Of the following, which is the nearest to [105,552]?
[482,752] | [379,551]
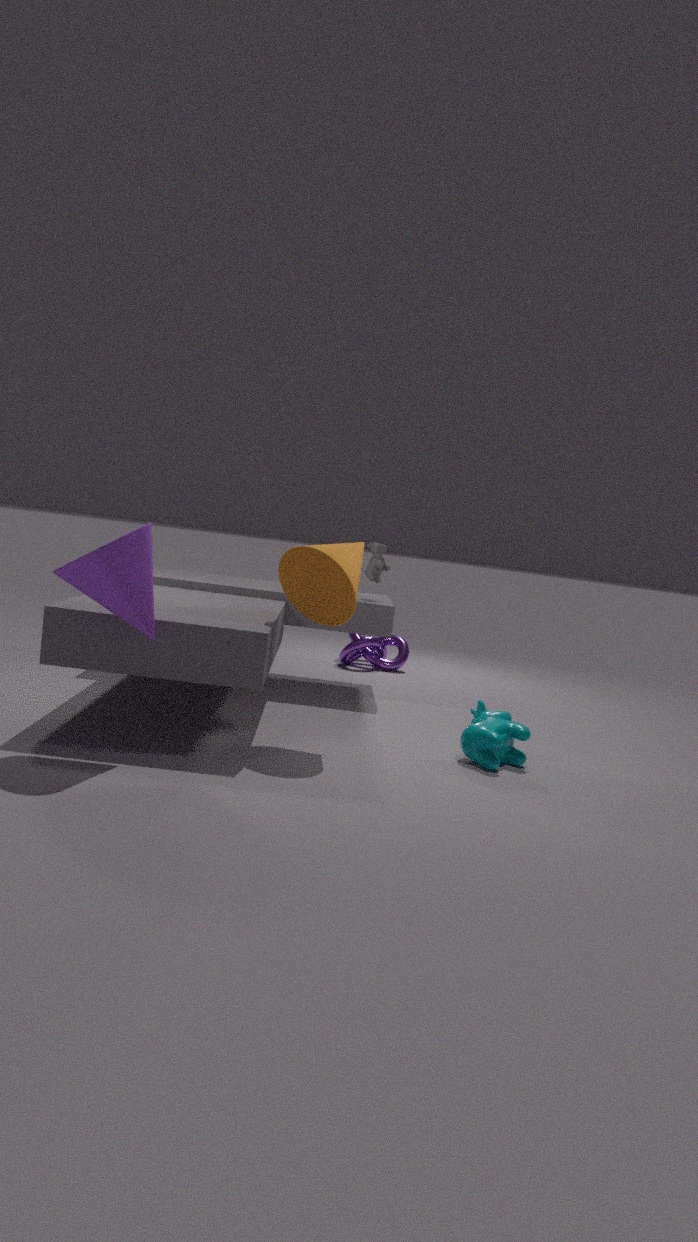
[482,752]
